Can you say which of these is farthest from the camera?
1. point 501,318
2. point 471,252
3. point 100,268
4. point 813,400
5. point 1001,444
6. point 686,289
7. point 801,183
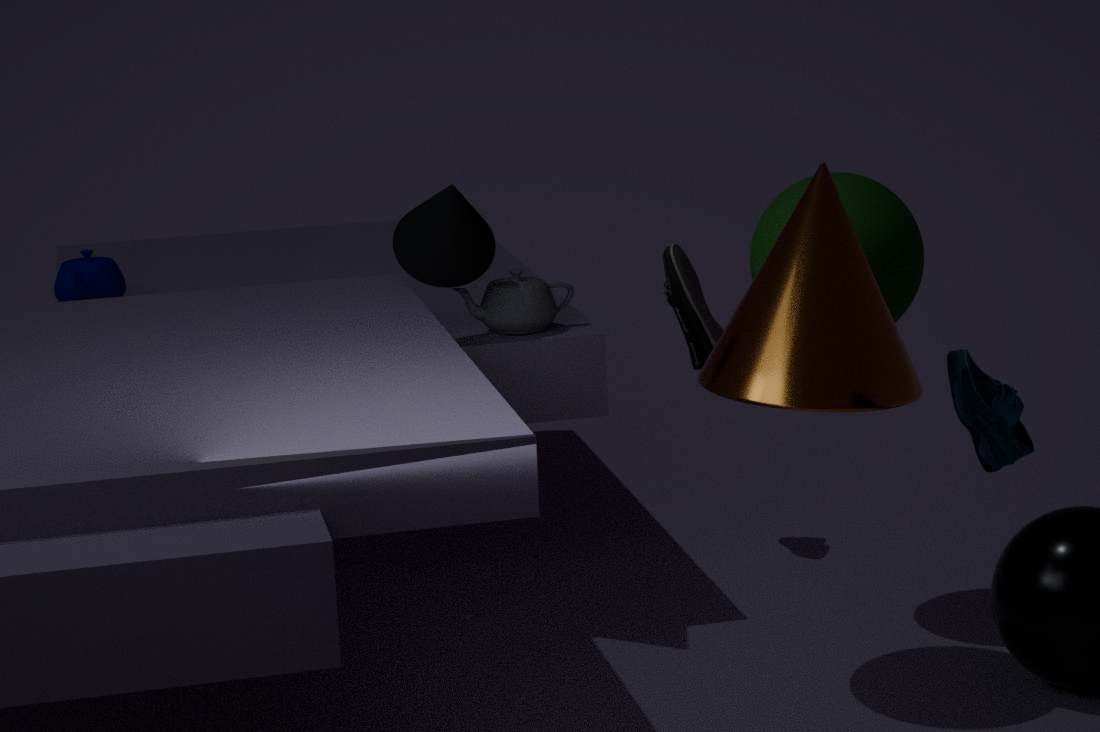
point 100,268
